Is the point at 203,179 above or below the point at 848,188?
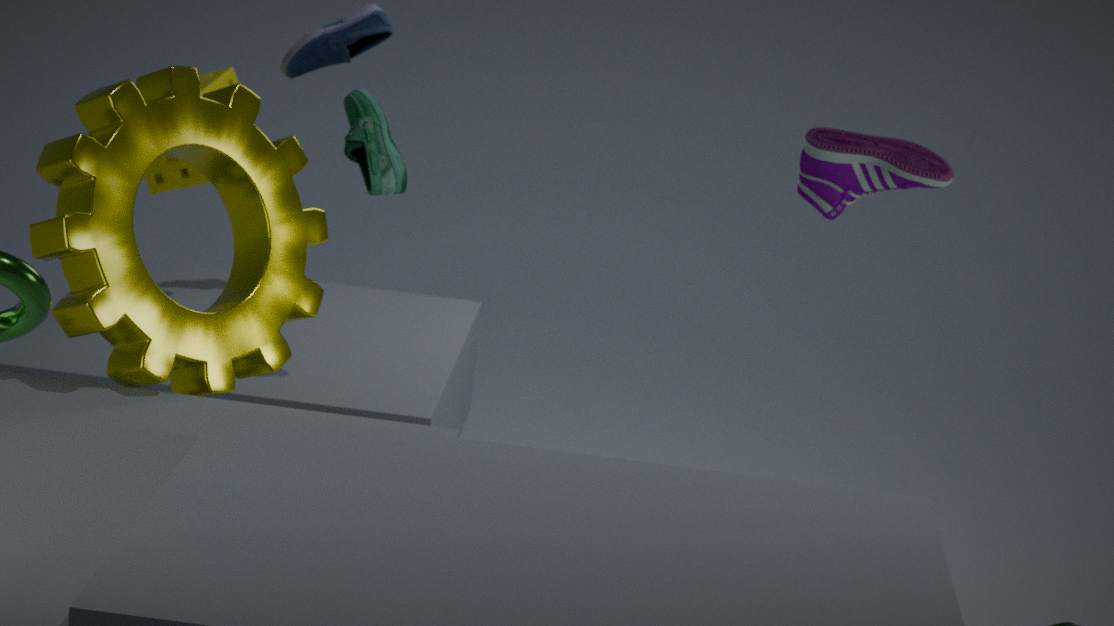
below
